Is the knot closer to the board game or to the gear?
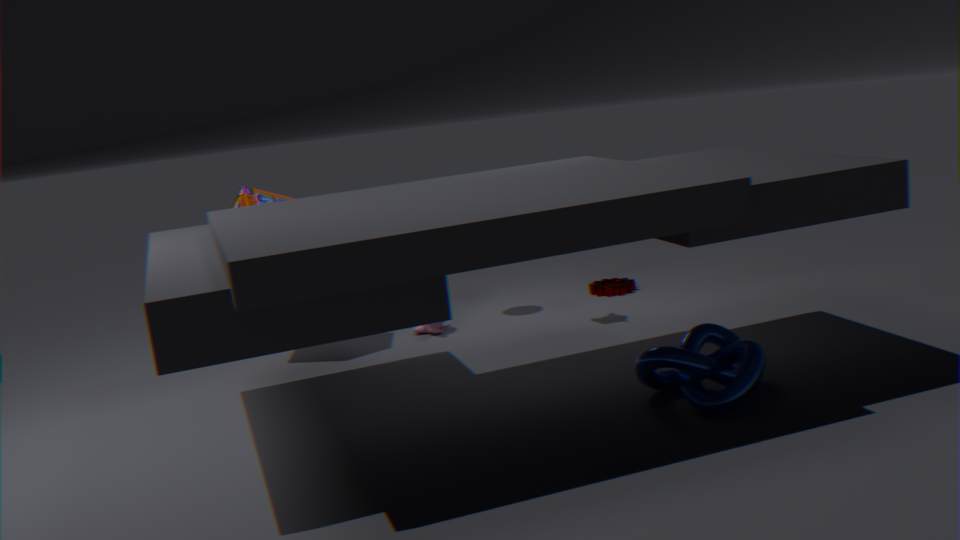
the gear
